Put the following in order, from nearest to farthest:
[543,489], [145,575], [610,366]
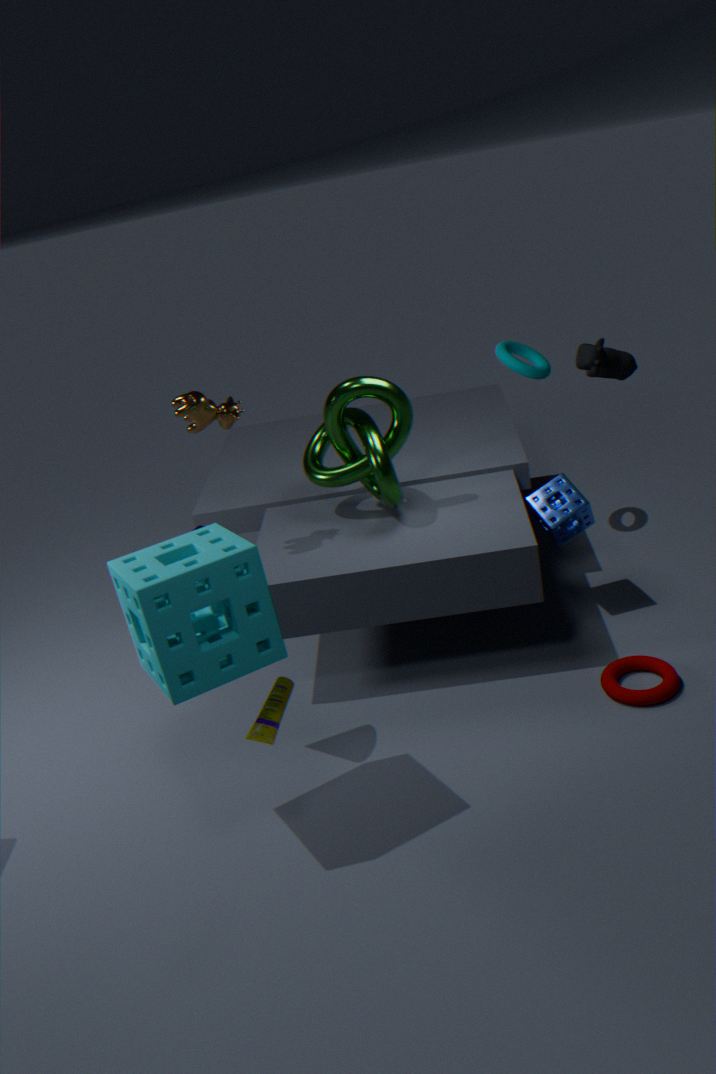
[145,575], [610,366], [543,489]
